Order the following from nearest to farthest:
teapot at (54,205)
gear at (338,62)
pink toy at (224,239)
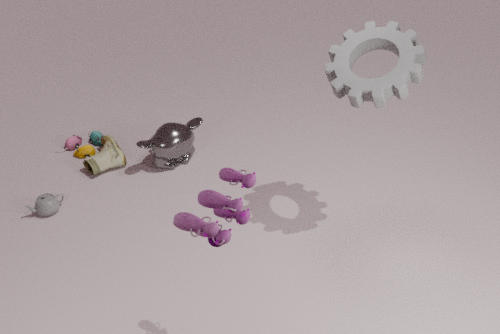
pink toy at (224,239) < gear at (338,62) < teapot at (54,205)
